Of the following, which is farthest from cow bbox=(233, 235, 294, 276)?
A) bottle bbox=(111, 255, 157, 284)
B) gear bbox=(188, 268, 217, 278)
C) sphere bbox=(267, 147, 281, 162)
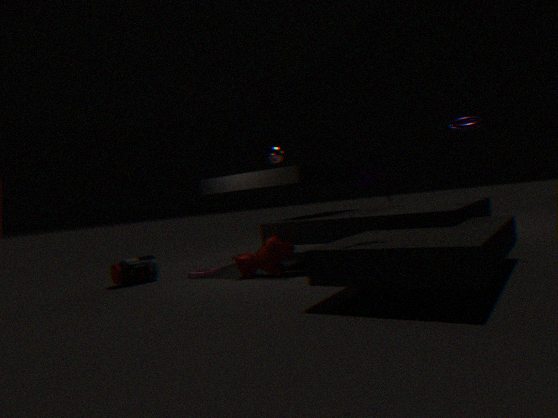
sphere bbox=(267, 147, 281, 162)
